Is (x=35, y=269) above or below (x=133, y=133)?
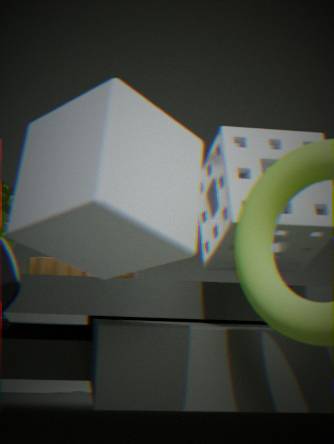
below
